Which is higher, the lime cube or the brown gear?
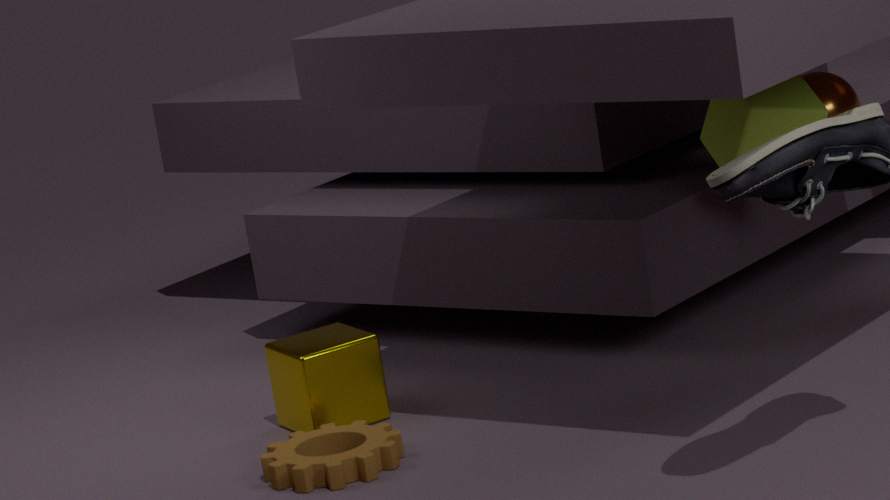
the lime cube
